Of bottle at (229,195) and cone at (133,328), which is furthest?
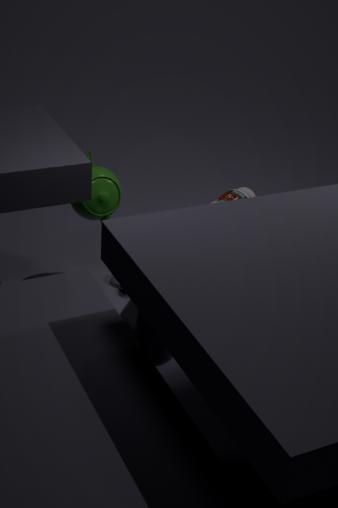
bottle at (229,195)
